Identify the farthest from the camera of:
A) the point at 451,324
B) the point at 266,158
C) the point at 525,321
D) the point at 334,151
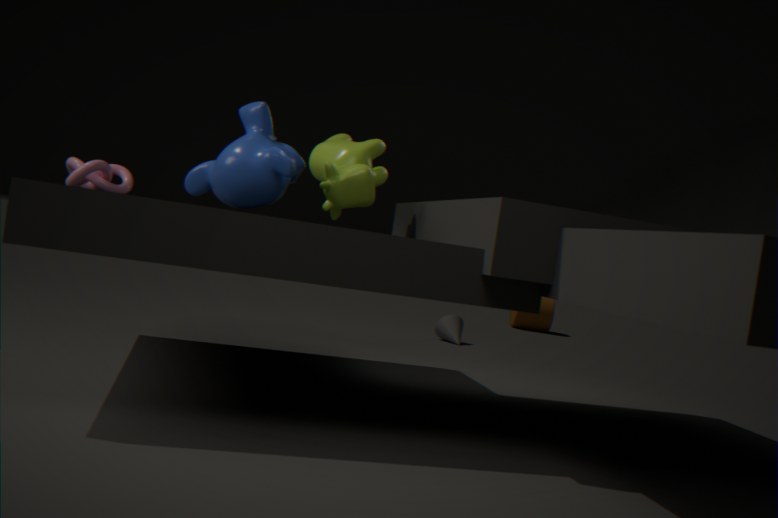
the point at 525,321
